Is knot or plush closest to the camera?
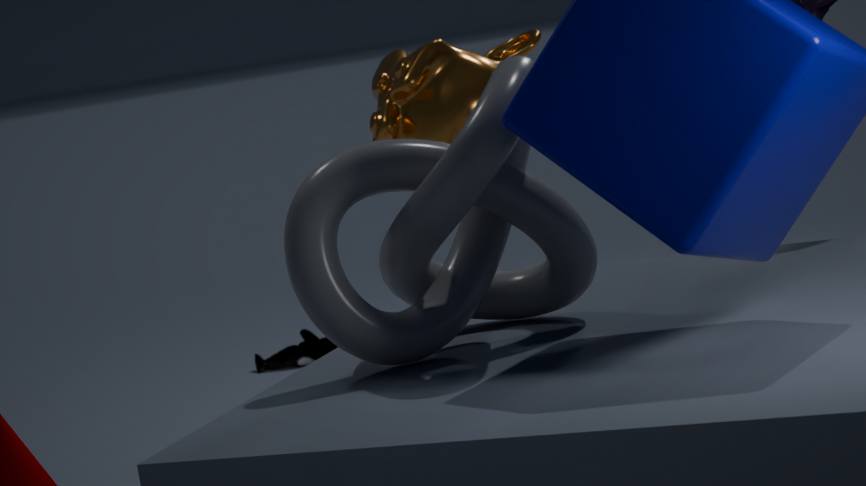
knot
